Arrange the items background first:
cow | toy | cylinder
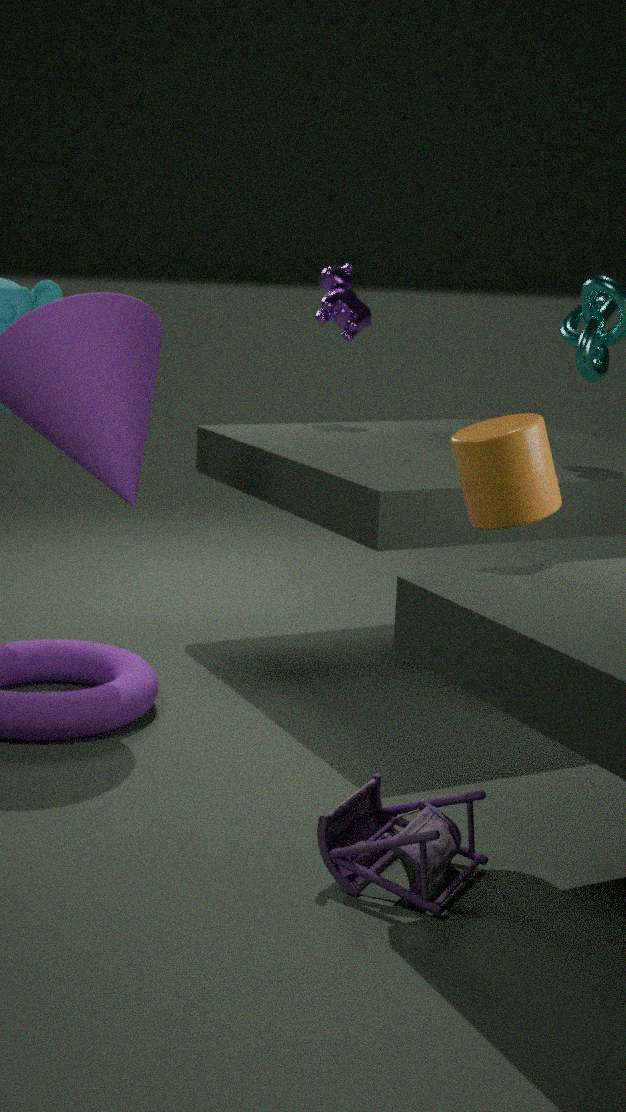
cow < cylinder < toy
